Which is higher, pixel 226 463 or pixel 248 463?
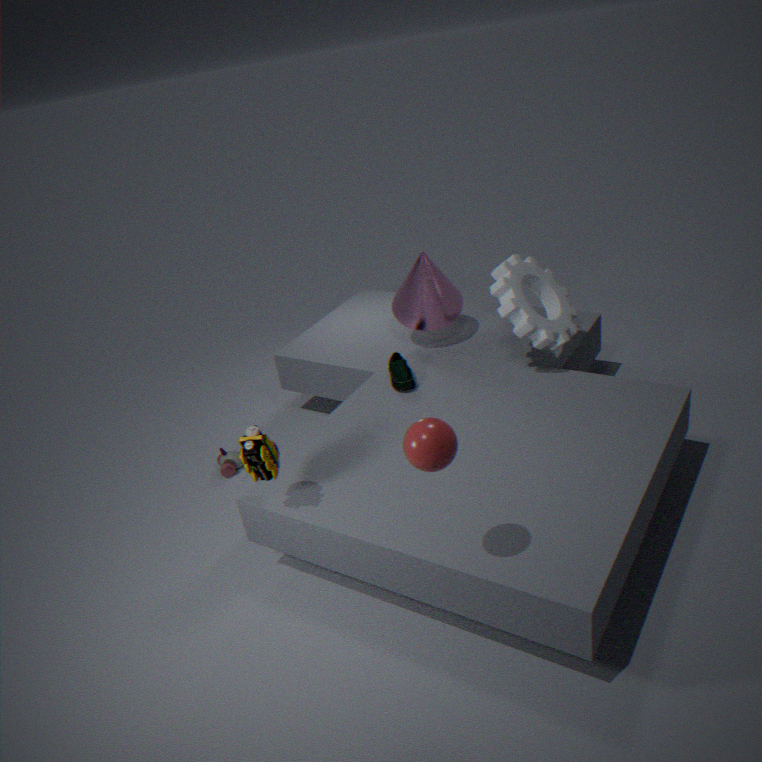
pixel 248 463
